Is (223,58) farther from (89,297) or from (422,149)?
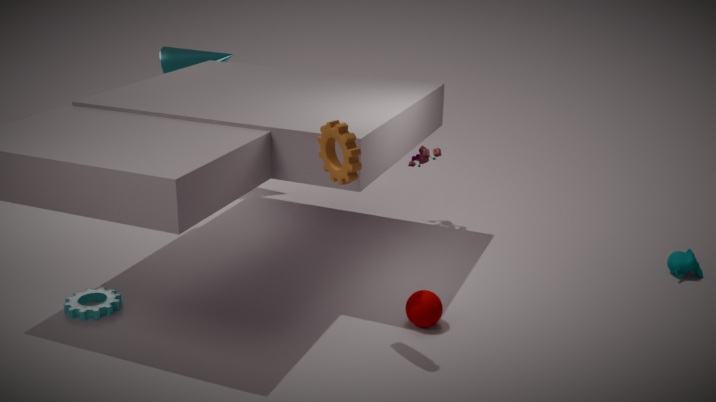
(89,297)
